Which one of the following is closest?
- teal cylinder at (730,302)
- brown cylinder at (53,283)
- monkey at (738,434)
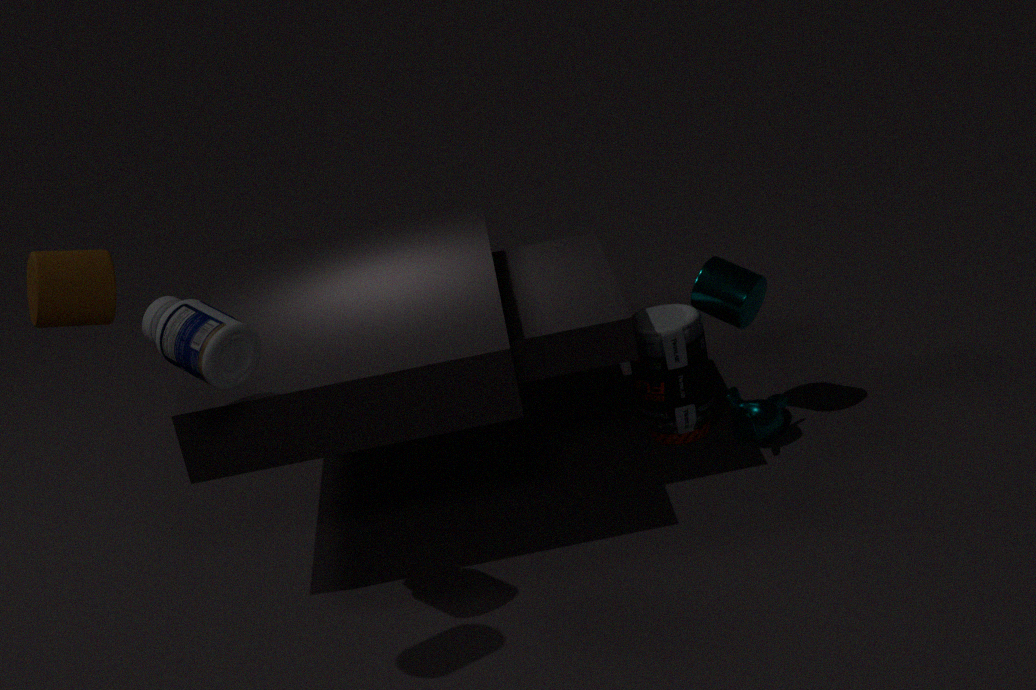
brown cylinder at (53,283)
